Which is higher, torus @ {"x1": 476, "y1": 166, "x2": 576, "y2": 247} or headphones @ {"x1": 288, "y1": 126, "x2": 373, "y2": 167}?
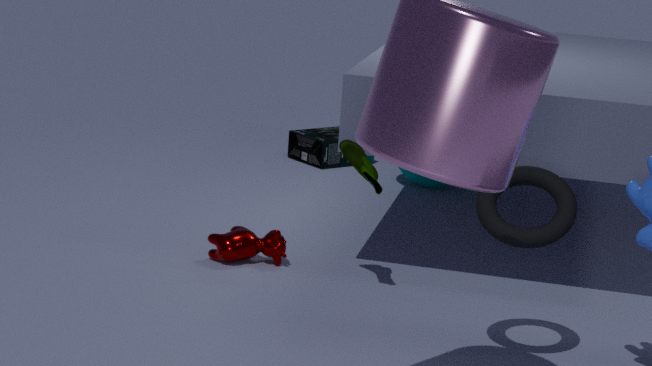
torus @ {"x1": 476, "y1": 166, "x2": 576, "y2": 247}
